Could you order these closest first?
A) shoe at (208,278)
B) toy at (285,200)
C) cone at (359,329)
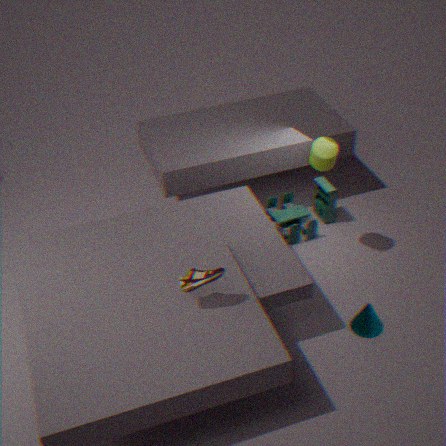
shoe at (208,278), cone at (359,329), toy at (285,200)
